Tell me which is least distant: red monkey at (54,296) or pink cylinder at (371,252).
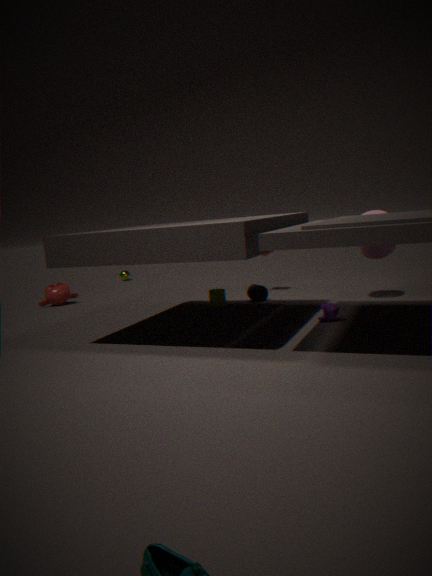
pink cylinder at (371,252)
